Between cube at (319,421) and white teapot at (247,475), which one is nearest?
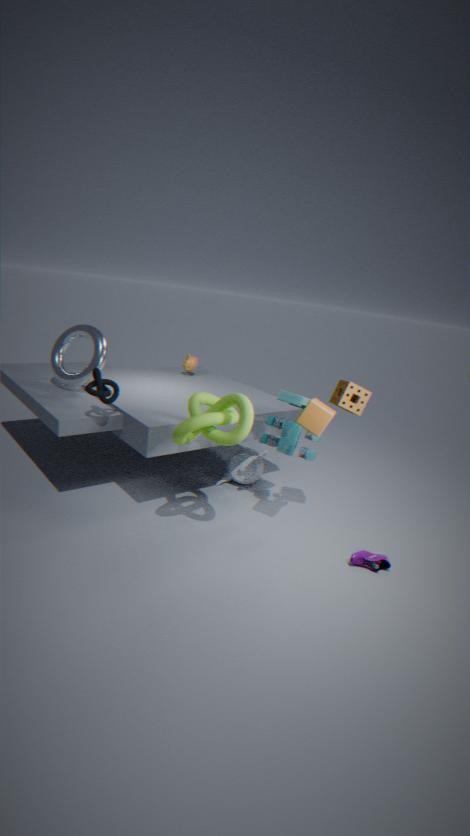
cube at (319,421)
